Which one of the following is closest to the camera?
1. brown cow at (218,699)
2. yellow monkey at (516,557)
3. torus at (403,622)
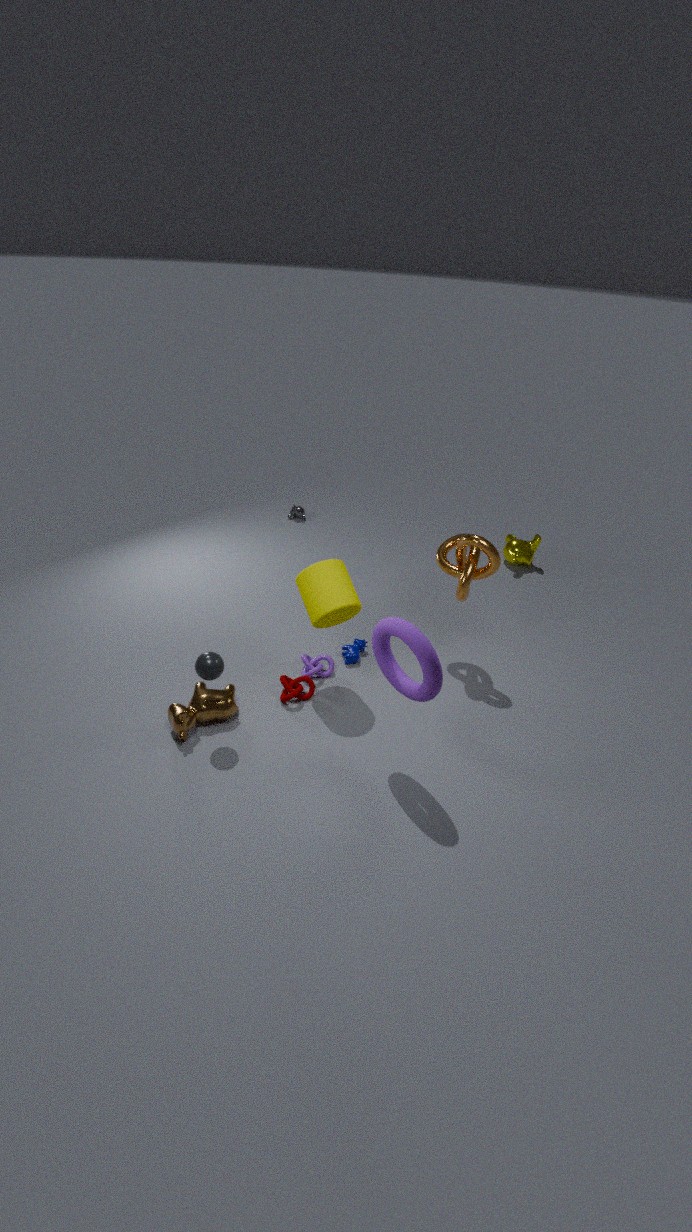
torus at (403,622)
